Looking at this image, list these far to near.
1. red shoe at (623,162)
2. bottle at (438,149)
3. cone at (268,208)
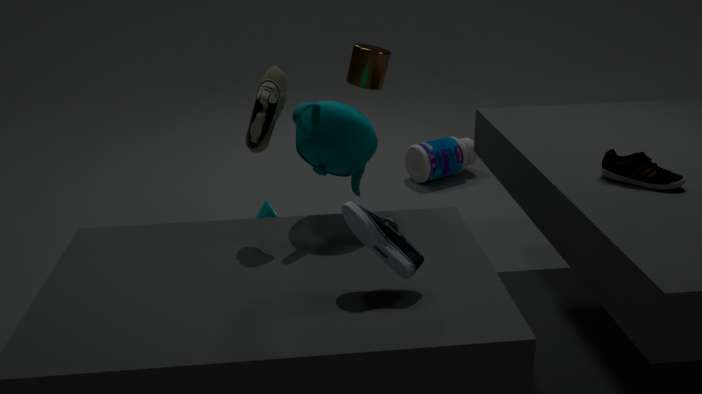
bottle at (438,149)
cone at (268,208)
red shoe at (623,162)
